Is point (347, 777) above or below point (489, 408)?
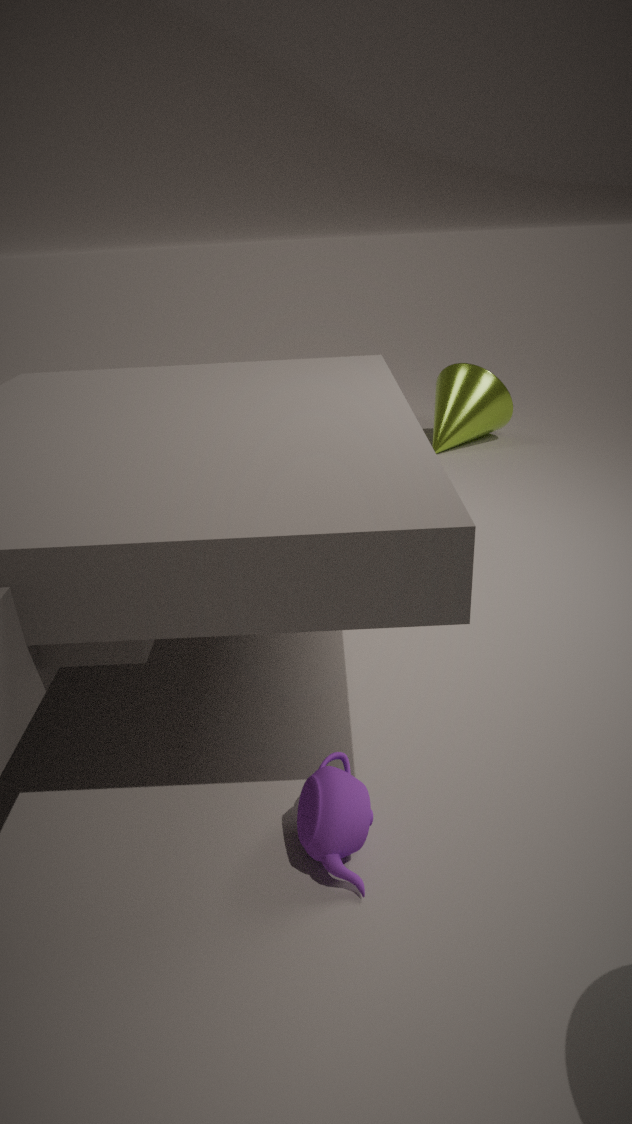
below
